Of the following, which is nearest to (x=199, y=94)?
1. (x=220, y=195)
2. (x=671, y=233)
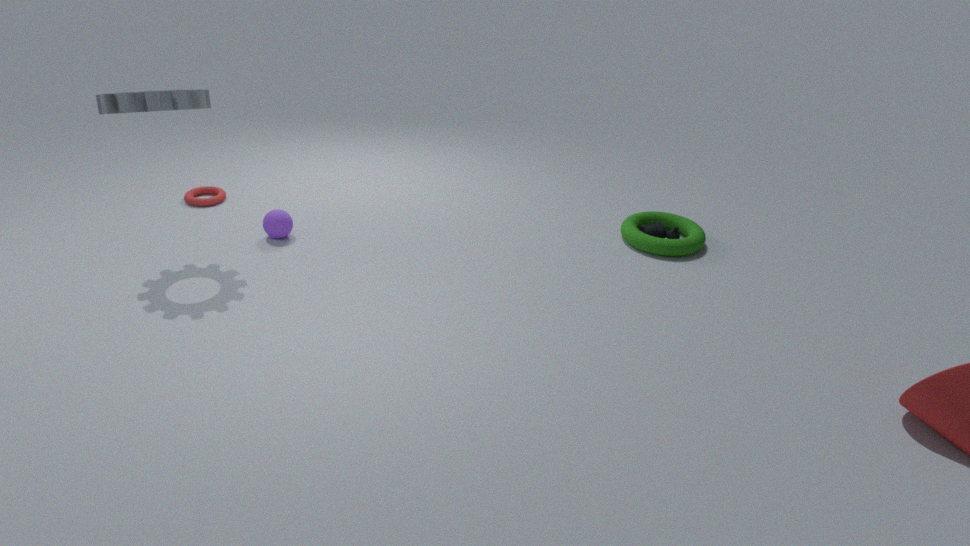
(x=220, y=195)
